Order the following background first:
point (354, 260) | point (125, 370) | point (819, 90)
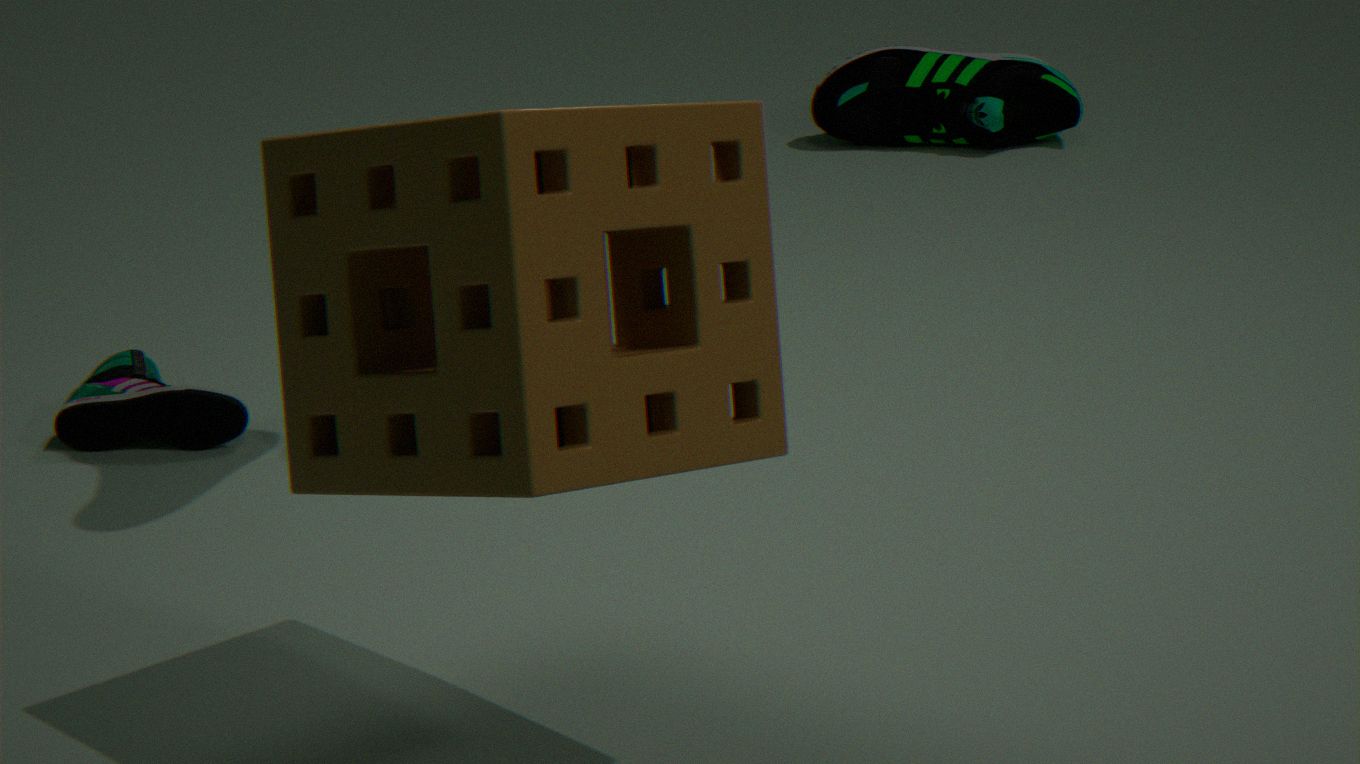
point (819, 90), point (125, 370), point (354, 260)
